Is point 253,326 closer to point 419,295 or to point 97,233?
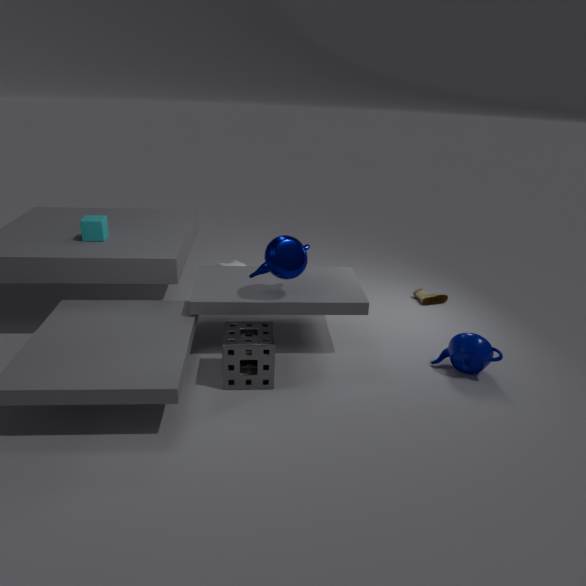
point 97,233
